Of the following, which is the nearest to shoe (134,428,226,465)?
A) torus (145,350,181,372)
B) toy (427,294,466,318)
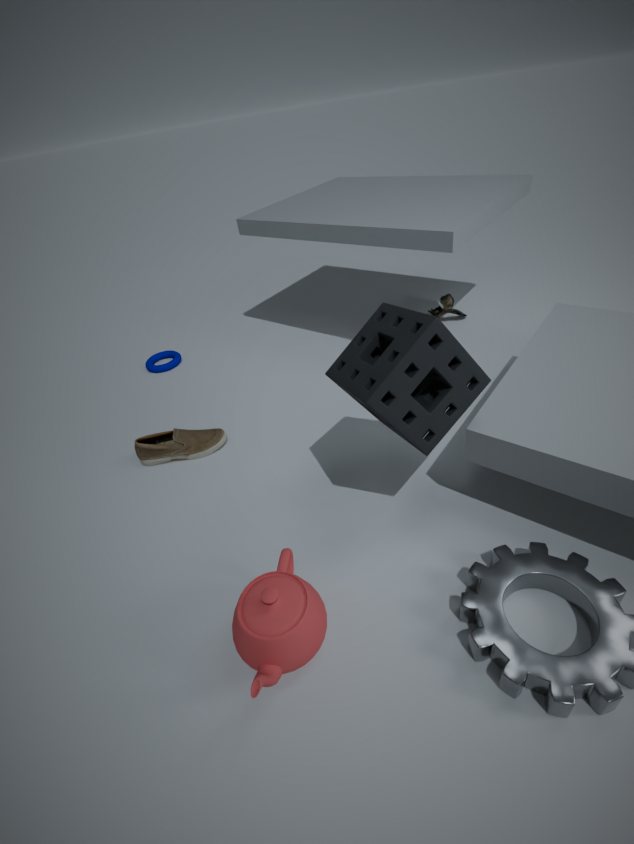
torus (145,350,181,372)
